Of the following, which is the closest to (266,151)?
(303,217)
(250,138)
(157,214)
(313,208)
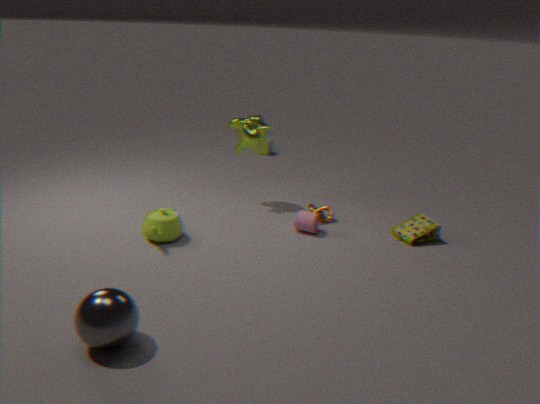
(250,138)
